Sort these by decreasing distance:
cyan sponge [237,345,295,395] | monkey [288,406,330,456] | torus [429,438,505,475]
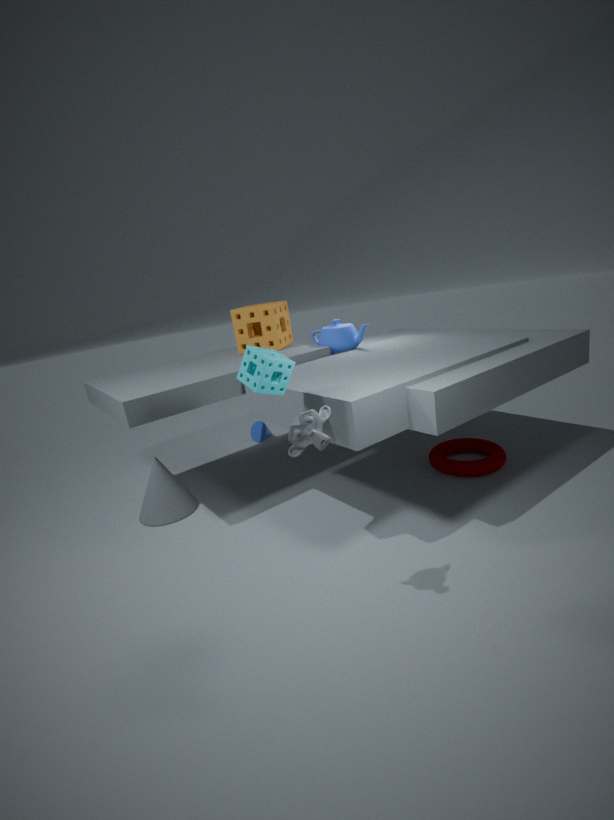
torus [429,438,505,475] < cyan sponge [237,345,295,395] < monkey [288,406,330,456]
